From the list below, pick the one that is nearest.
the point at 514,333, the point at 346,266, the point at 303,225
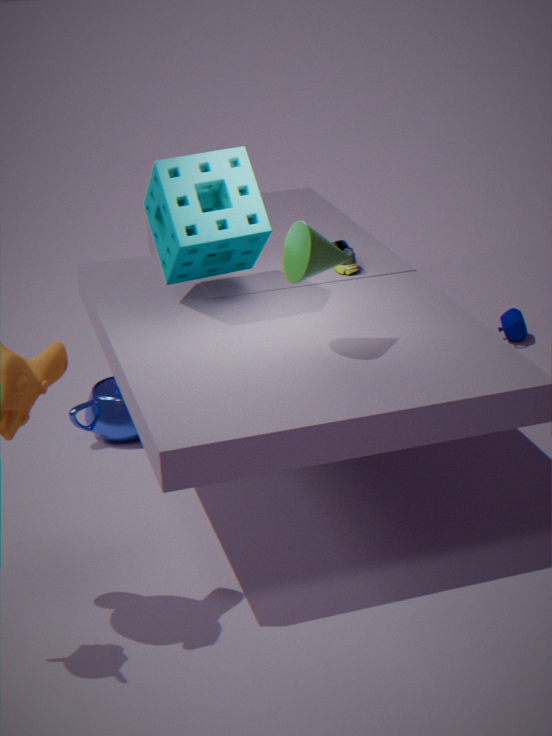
the point at 303,225
